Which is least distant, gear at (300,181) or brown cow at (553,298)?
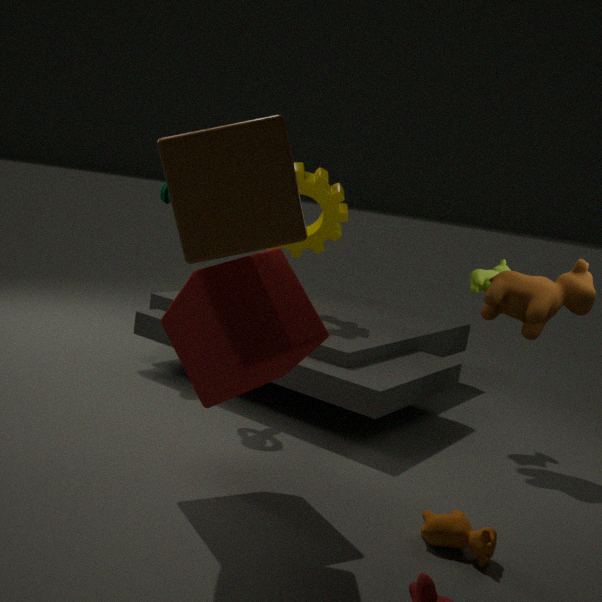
brown cow at (553,298)
